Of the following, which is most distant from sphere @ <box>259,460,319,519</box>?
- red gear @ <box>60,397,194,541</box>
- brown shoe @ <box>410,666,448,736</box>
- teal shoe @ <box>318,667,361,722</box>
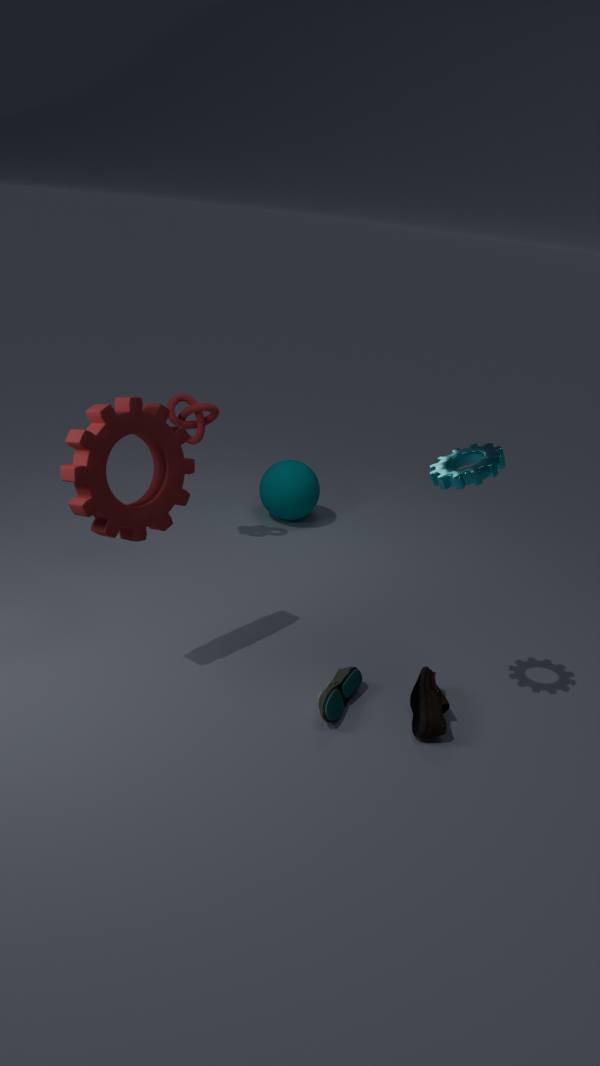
brown shoe @ <box>410,666,448,736</box>
